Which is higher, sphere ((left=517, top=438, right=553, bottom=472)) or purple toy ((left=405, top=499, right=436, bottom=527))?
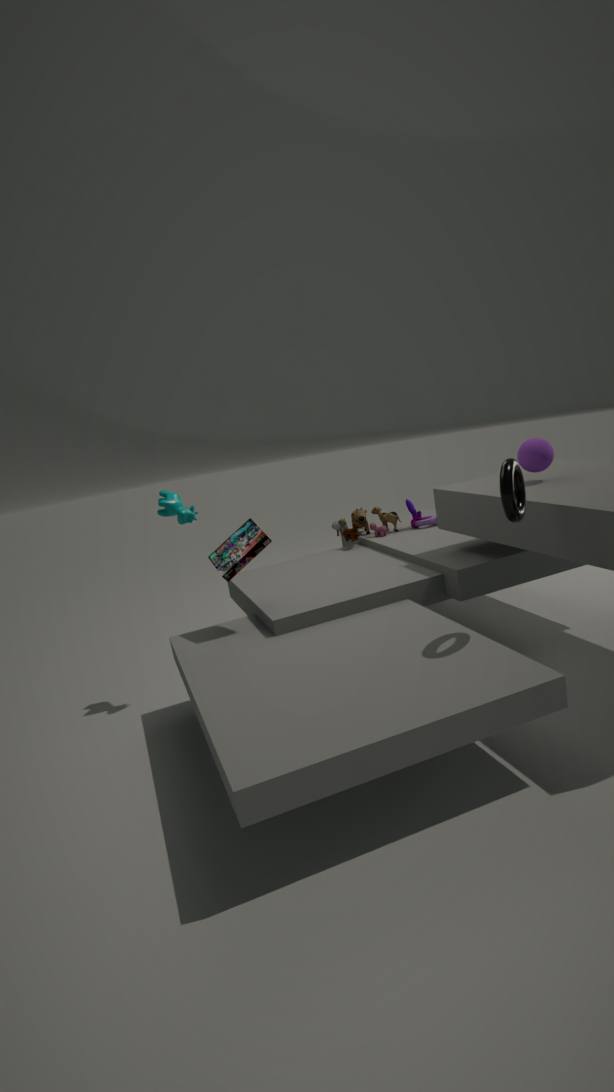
sphere ((left=517, top=438, right=553, bottom=472))
